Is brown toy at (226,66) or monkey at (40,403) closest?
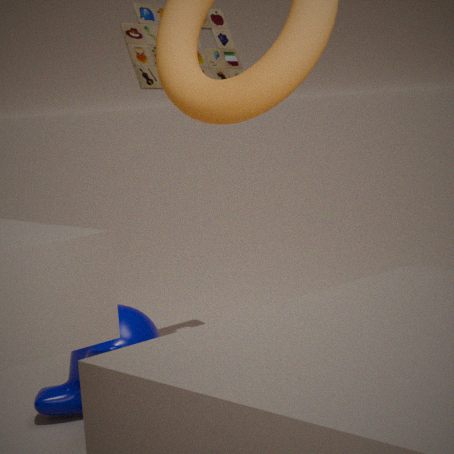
monkey at (40,403)
